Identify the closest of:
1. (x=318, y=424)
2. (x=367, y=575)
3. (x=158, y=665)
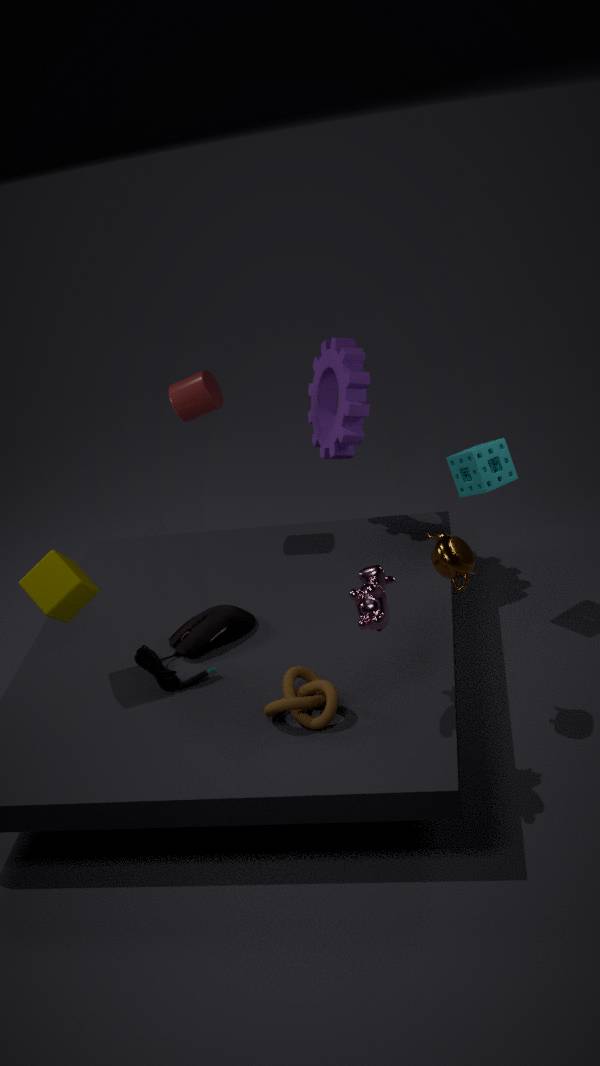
(x=367, y=575)
